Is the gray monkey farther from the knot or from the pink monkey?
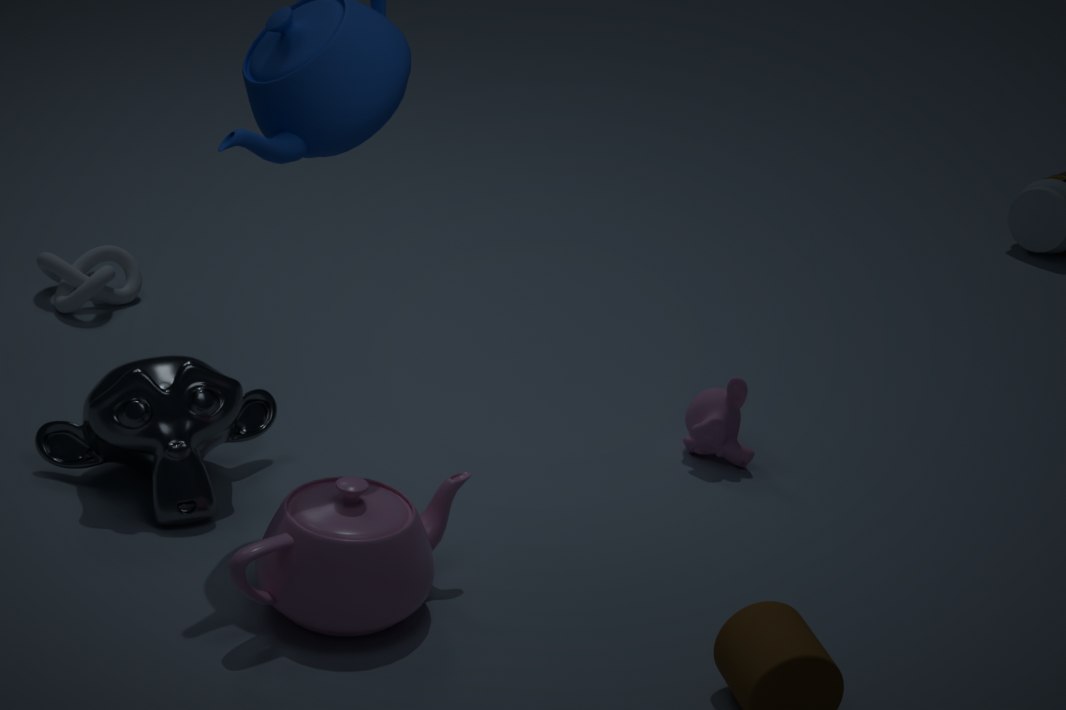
the pink monkey
